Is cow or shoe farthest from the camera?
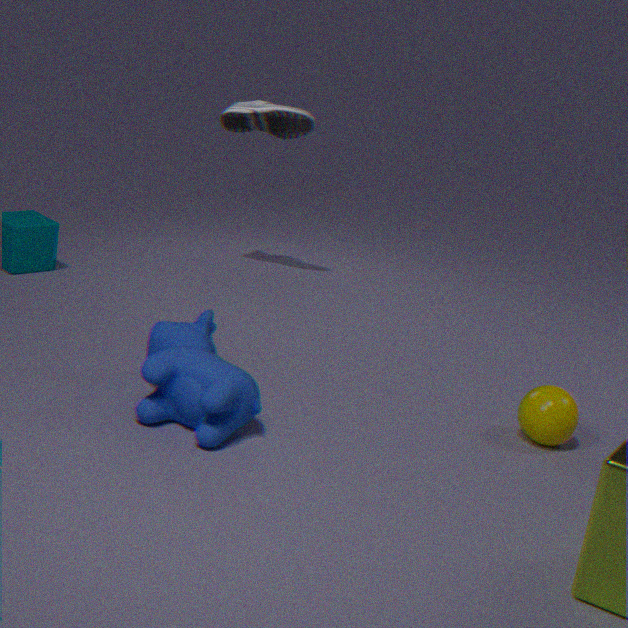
shoe
